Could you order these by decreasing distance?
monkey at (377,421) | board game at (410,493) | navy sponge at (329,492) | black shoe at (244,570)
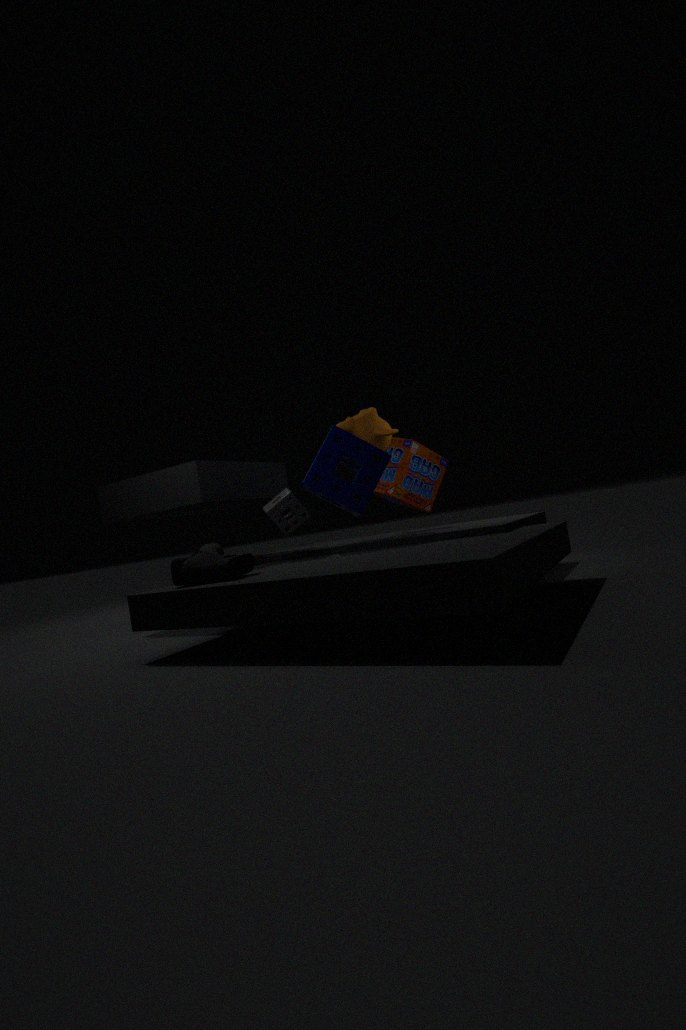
board game at (410,493), monkey at (377,421), navy sponge at (329,492), black shoe at (244,570)
